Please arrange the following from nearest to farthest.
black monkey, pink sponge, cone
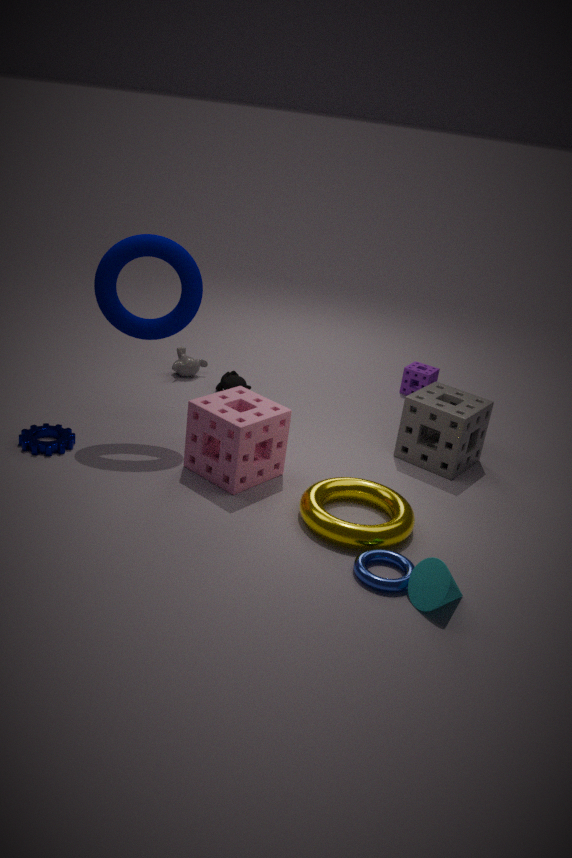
cone, pink sponge, black monkey
